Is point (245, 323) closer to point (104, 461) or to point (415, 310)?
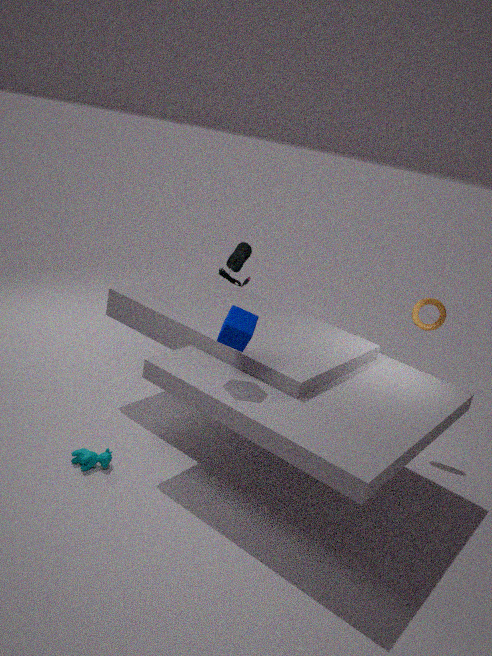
point (104, 461)
